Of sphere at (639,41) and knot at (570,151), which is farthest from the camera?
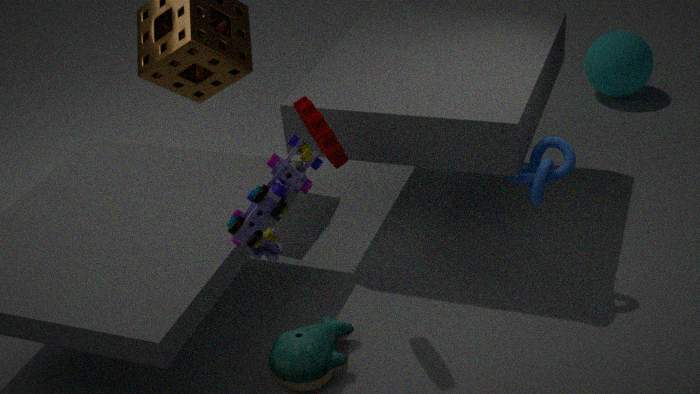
sphere at (639,41)
